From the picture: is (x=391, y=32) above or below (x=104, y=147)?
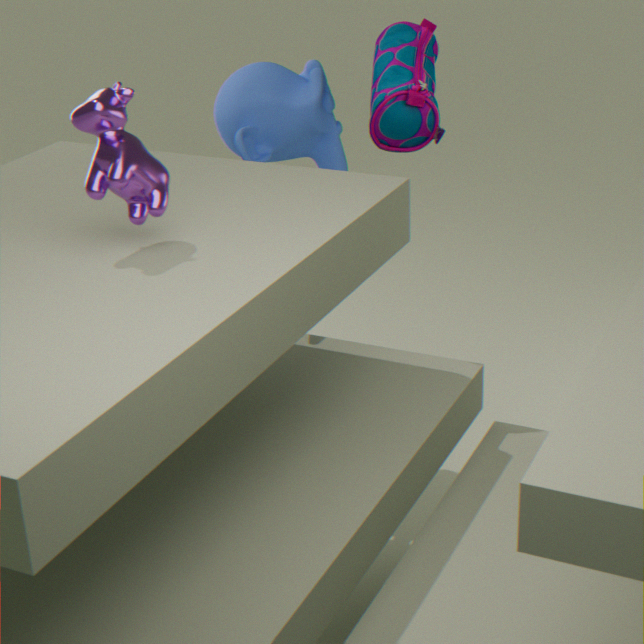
below
